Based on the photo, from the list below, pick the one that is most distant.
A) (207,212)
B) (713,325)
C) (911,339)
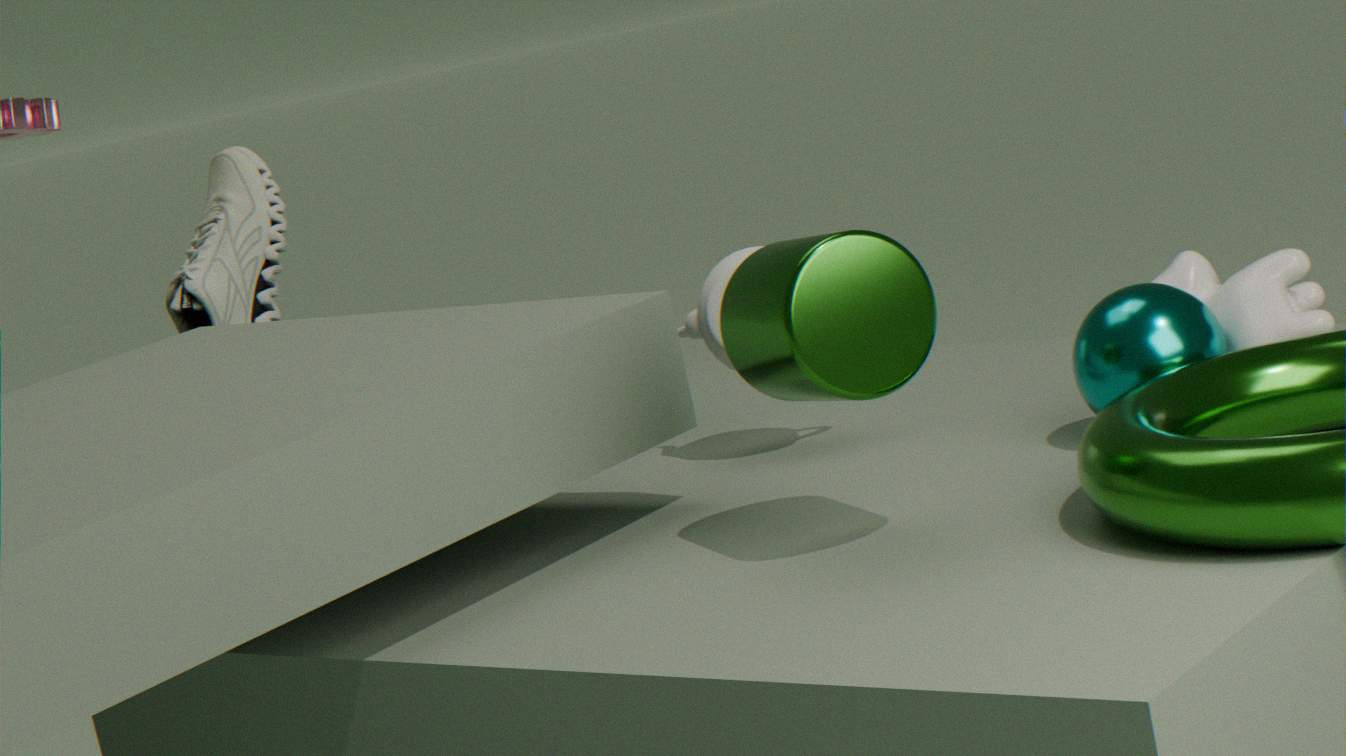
(207,212)
